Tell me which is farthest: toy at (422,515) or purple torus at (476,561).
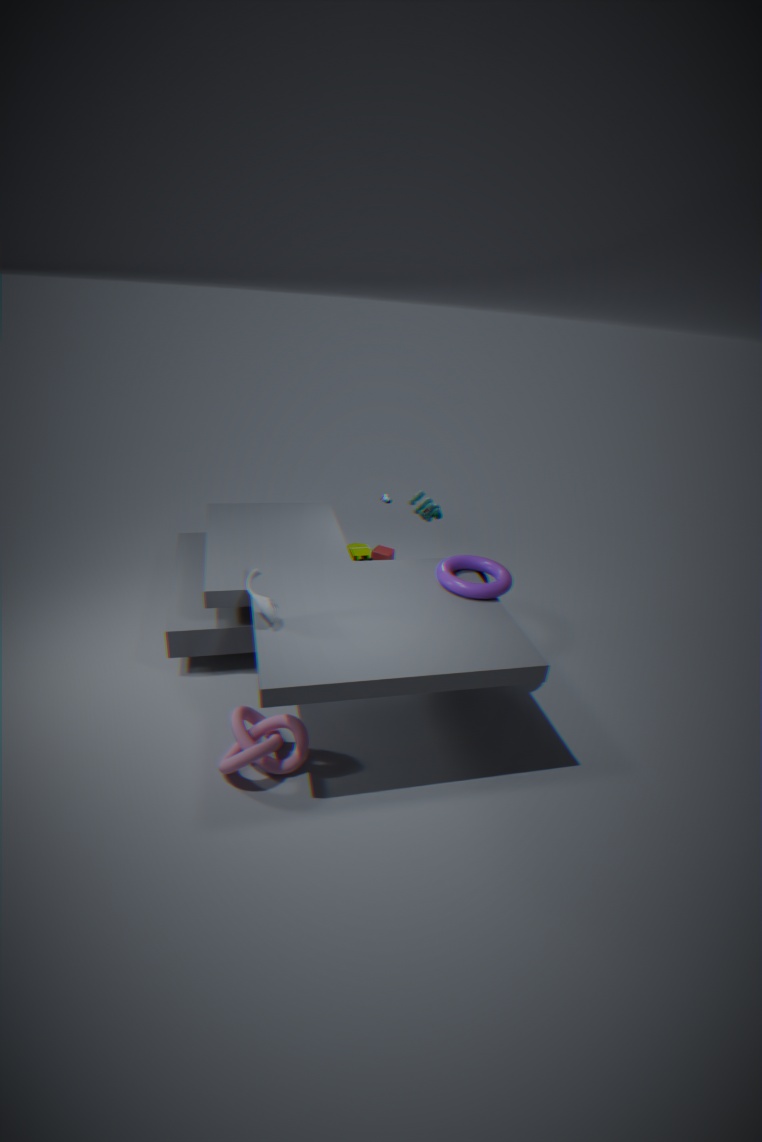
toy at (422,515)
